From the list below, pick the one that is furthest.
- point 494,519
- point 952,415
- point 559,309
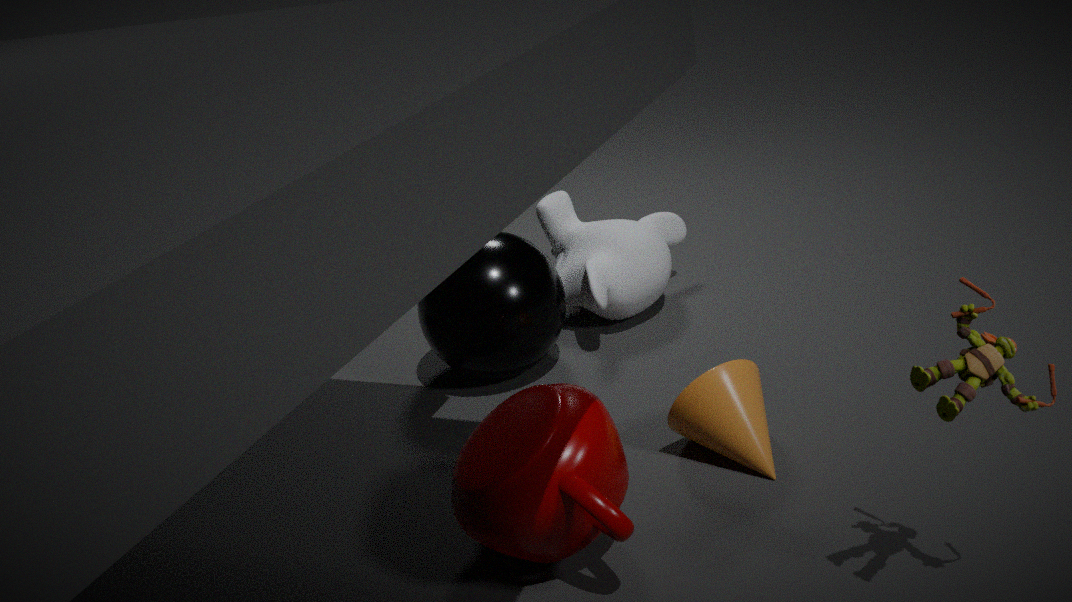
point 559,309
